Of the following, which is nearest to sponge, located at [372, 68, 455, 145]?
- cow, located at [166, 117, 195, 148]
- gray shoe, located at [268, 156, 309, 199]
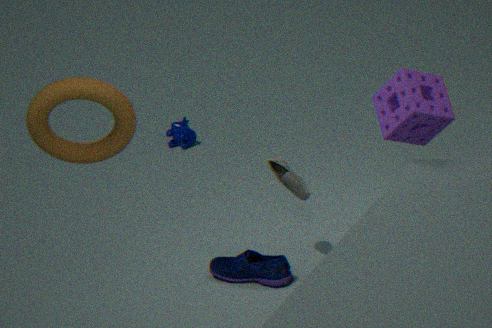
gray shoe, located at [268, 156, 309, 199]
